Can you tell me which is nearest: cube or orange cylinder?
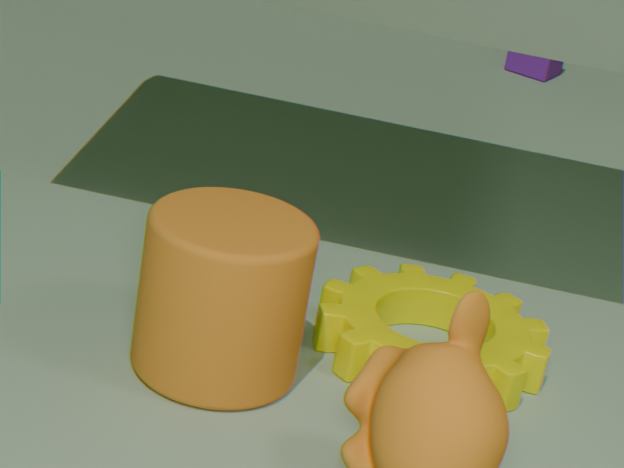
orange cylinder
